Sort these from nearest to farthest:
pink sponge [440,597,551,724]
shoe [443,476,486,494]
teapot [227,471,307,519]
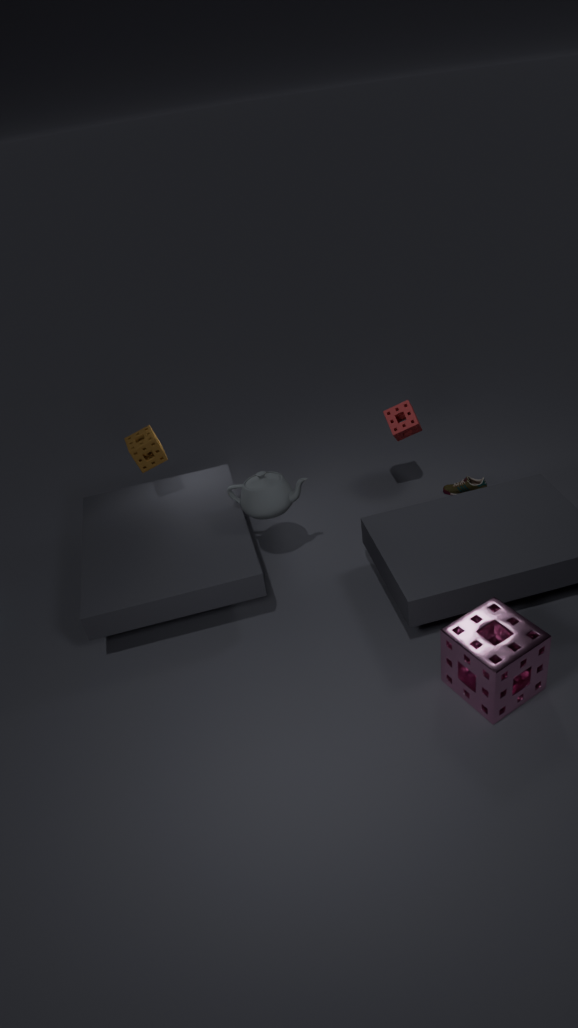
pink sponge [440,597,551,724], teapot [227,471,307,519], shoe [443,476,486,494]
